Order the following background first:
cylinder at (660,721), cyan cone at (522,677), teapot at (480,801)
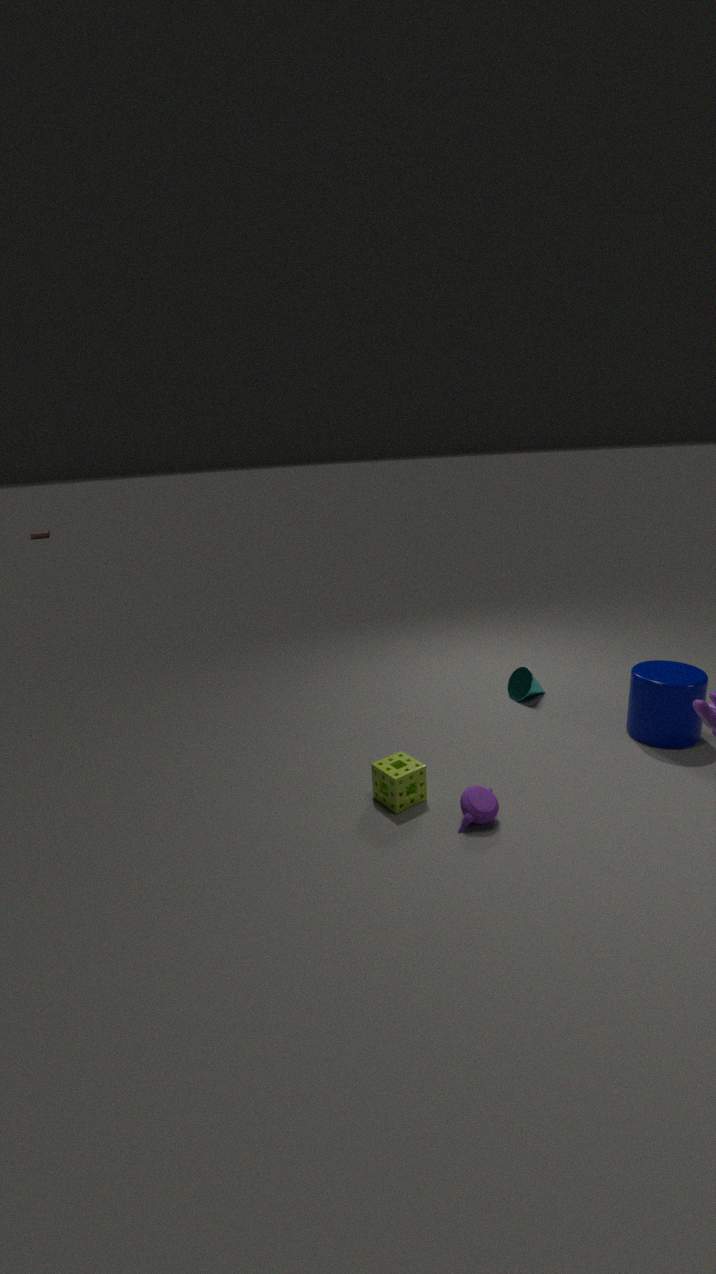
cyan cone at (522,677)
cylinder at (660,721)
teapot at (480,801)
